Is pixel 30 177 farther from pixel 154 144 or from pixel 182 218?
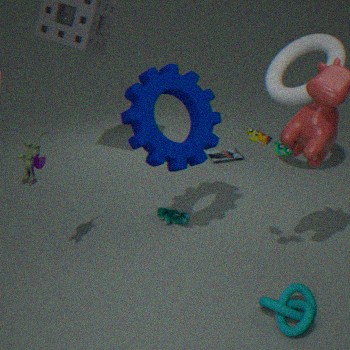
pixel 182 218
